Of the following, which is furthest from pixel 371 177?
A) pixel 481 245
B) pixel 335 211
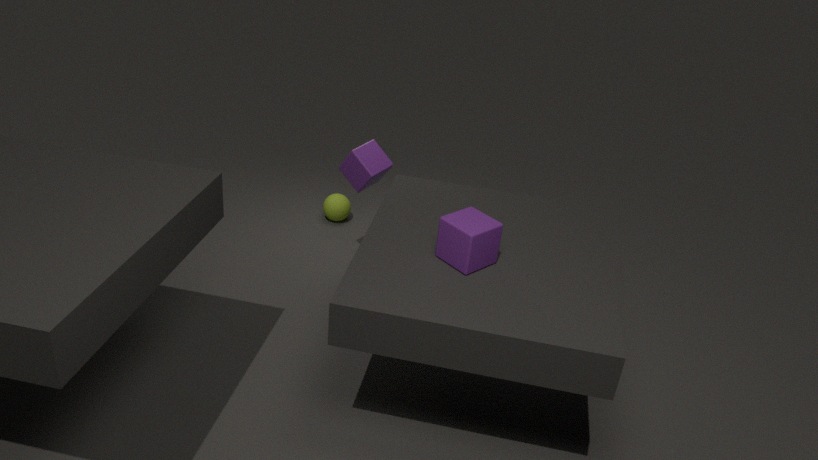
pixel 481 245
